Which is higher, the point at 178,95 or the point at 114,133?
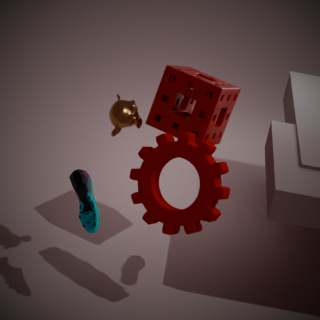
the point at 114,133
